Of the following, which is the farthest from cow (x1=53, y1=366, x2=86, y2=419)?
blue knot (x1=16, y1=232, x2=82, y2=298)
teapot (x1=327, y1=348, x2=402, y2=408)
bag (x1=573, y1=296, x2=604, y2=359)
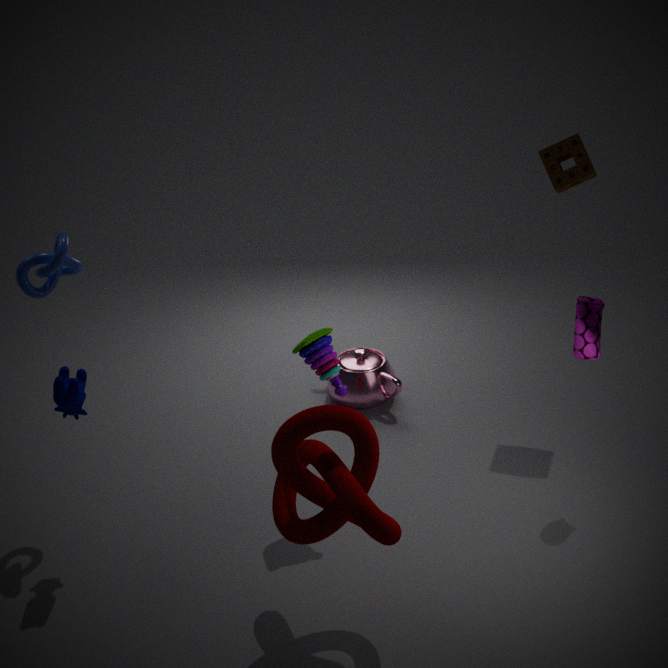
bag (x1=573, y1=296, x2=604, y2=359)
